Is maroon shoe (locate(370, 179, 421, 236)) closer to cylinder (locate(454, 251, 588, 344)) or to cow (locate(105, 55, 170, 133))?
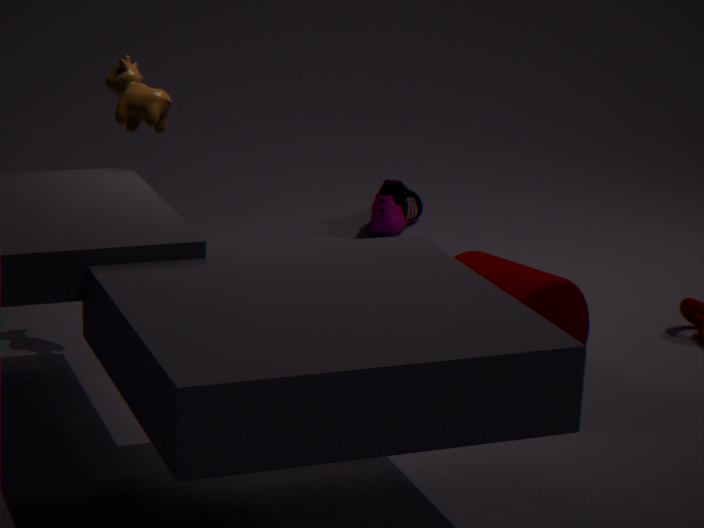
cylinder (locate(454, 251, 588, 344))
